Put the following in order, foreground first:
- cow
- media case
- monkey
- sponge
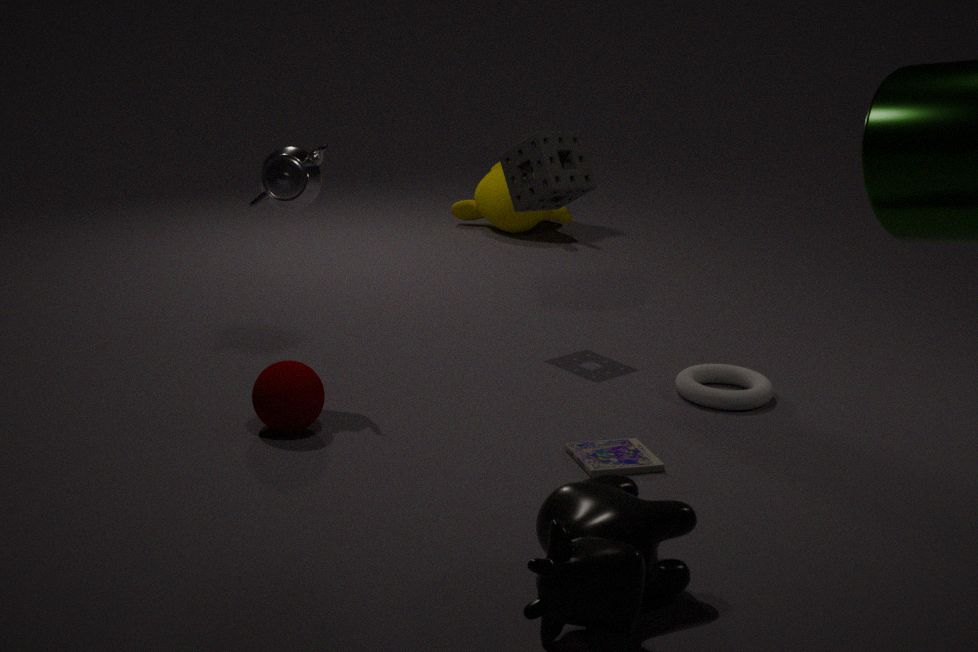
1. cow
2. media case
3. sponge
4. monkey
